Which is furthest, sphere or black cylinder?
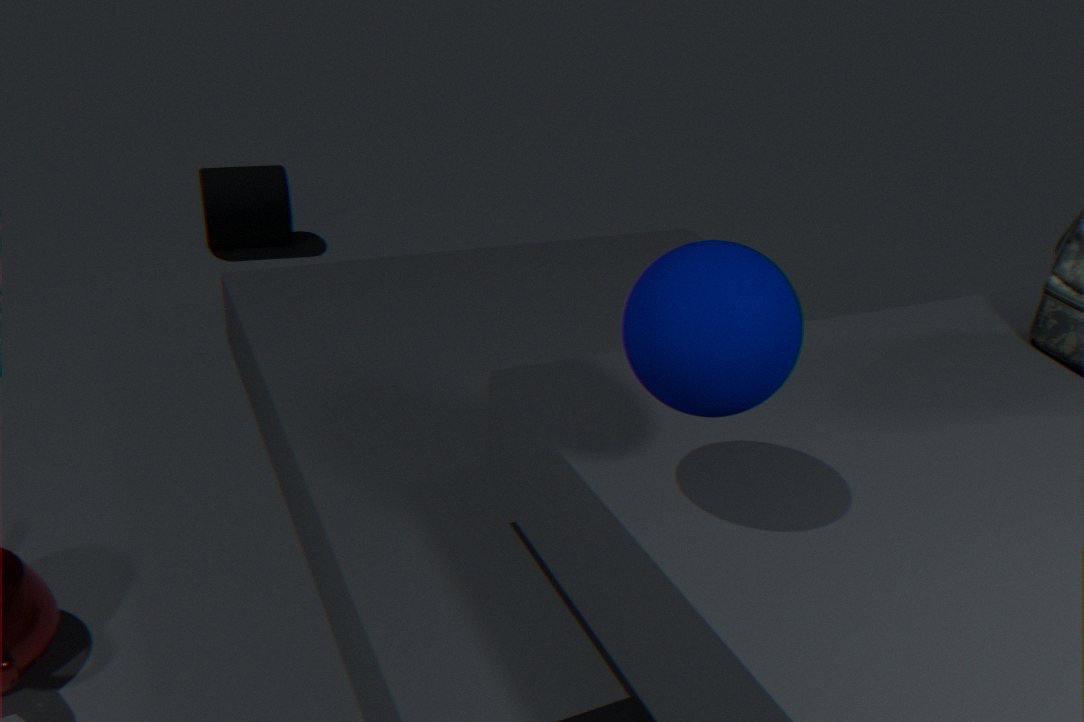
black cylinder
